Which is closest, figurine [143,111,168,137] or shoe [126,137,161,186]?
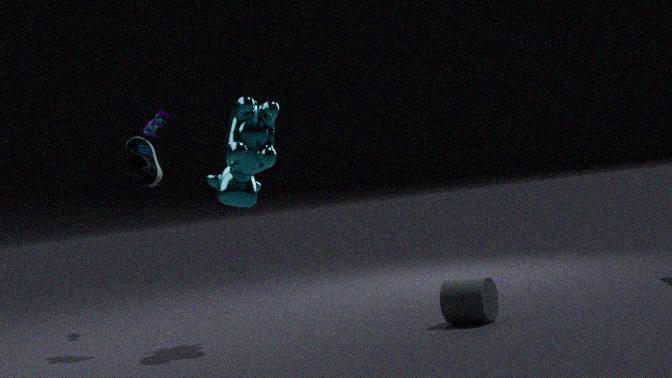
shoe [126,137,161,186]
